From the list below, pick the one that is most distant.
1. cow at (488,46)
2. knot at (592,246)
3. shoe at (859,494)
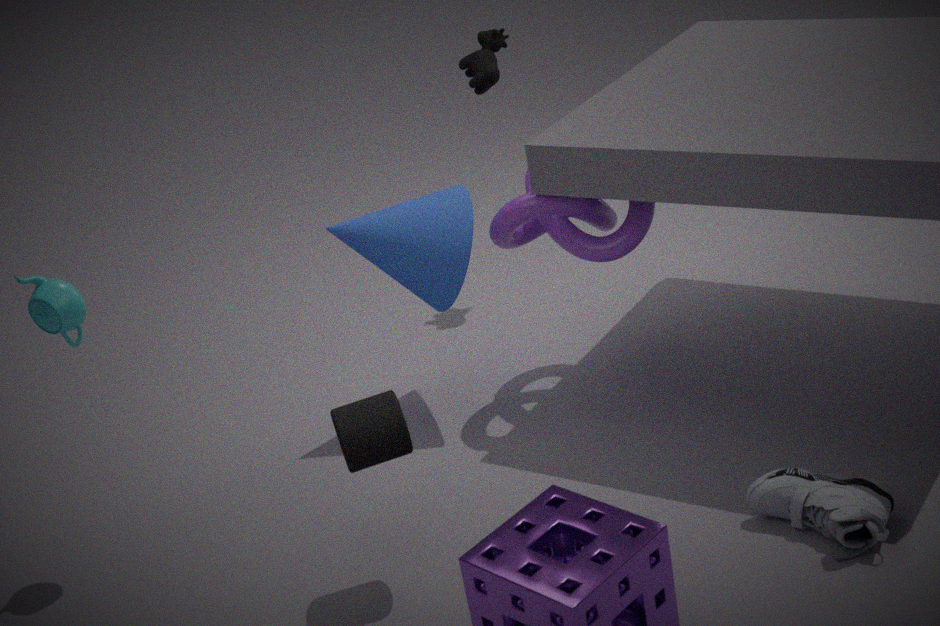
cow at (488,46)
